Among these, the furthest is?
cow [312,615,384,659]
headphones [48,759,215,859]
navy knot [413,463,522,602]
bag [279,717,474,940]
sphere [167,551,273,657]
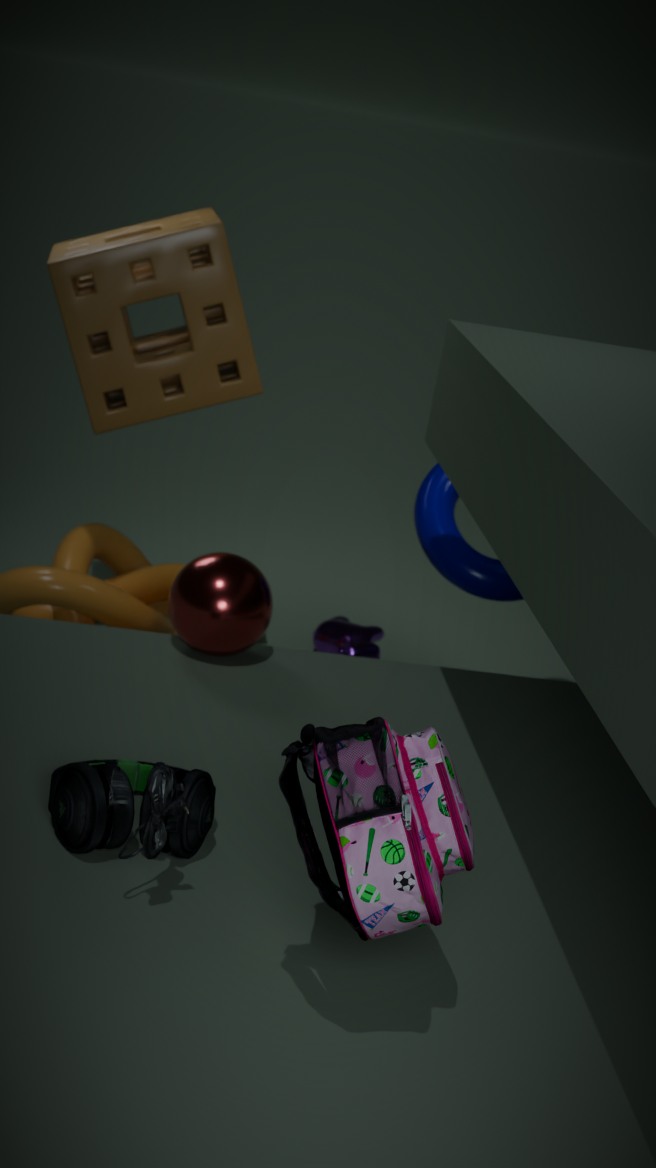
cow [312,615,384,659]
